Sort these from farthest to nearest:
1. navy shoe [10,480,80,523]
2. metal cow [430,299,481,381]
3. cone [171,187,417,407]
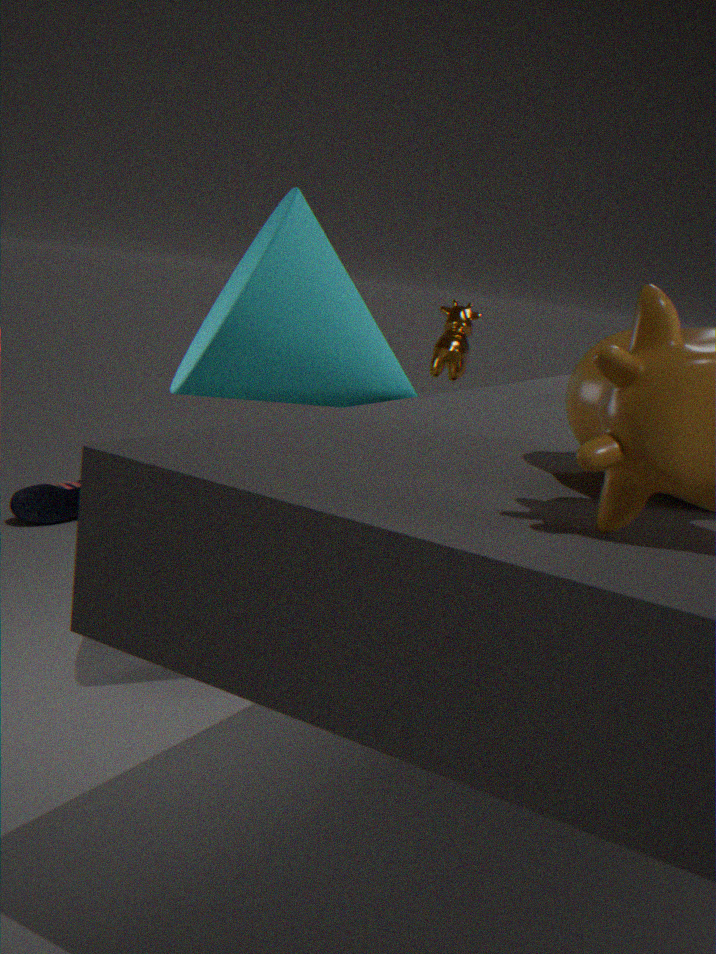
navy shoe [10,480,80,523]
metal cow [430,299,481,381]
cone [171,187,417,407]
